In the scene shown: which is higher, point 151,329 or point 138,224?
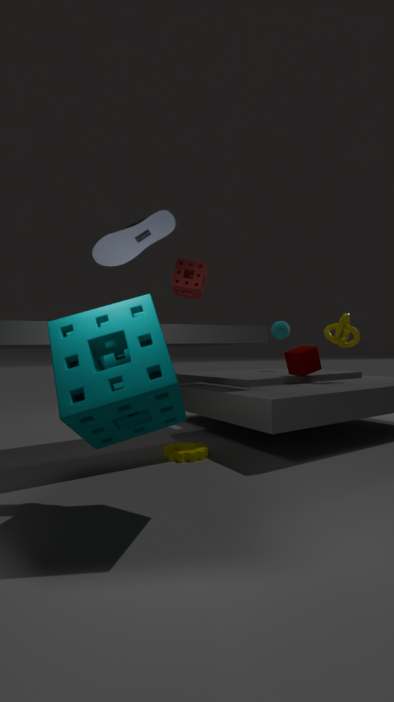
point 138,224
